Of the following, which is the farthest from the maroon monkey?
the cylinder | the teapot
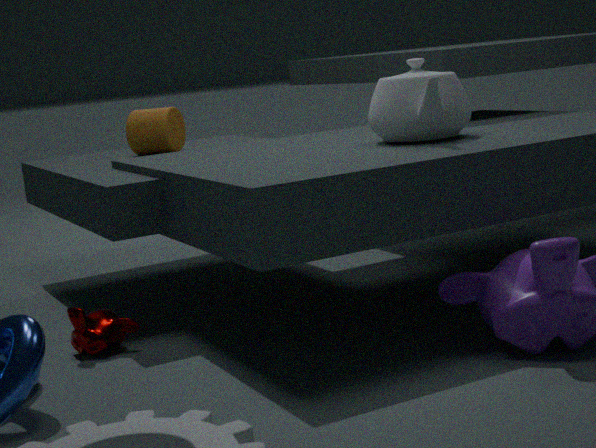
the teapot
